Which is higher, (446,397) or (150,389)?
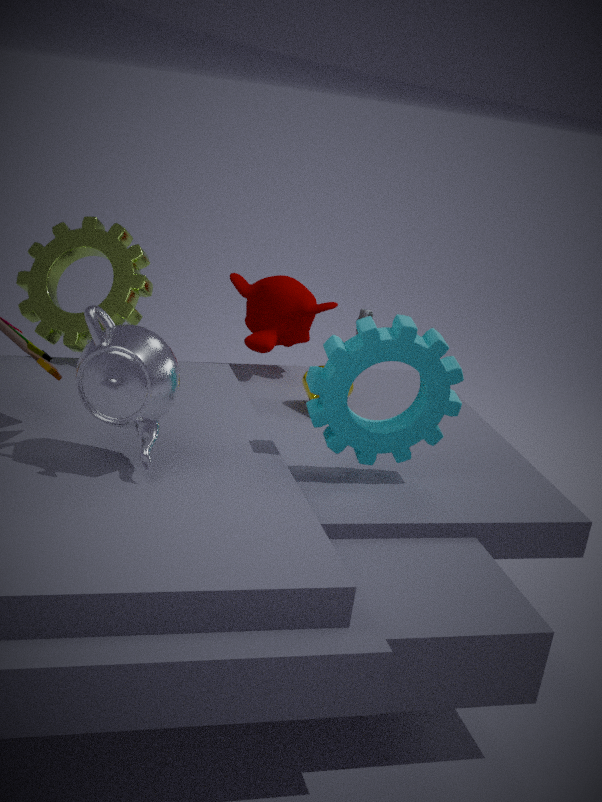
(150,389)
